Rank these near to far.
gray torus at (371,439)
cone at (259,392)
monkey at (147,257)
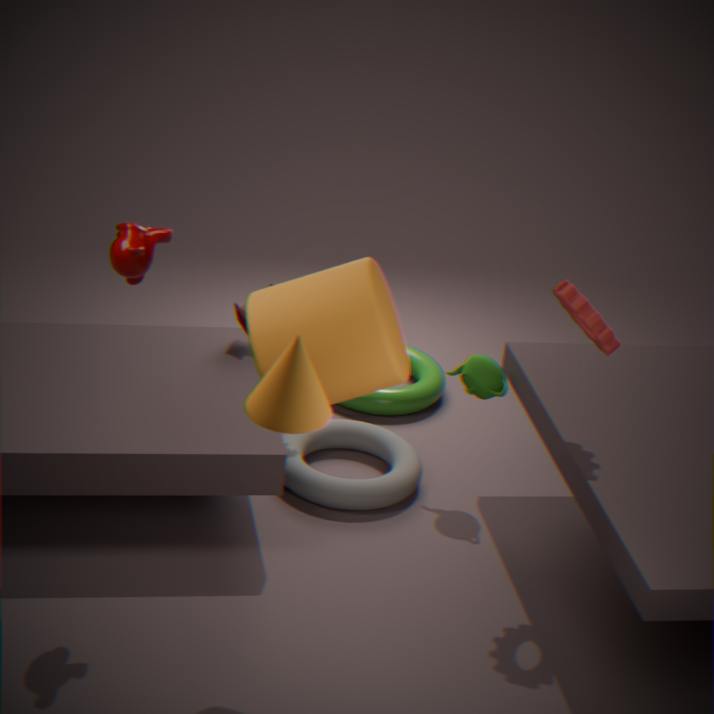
cone at (259,392), monkey at (147,257), gray torus at (371,439)
